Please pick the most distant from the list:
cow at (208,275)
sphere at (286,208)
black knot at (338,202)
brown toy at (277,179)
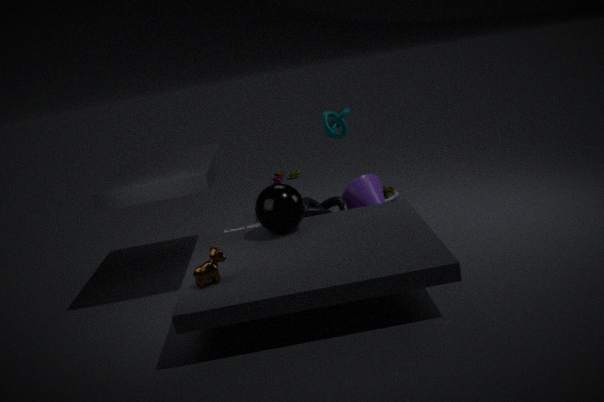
brown toy at (277,179)
